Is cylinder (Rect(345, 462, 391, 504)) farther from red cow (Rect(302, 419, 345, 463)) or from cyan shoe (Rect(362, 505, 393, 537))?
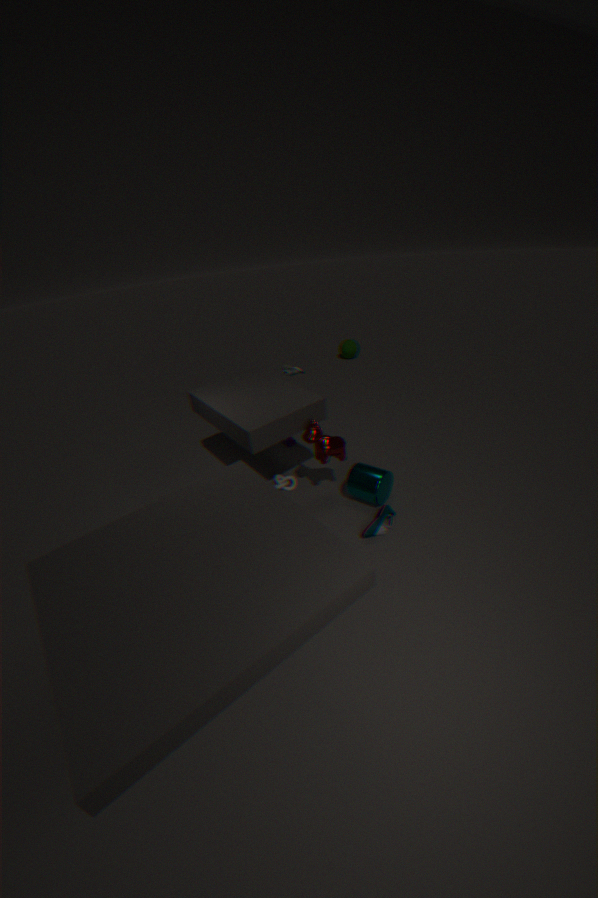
red cow (Rect(302, 419, 345, 463))
